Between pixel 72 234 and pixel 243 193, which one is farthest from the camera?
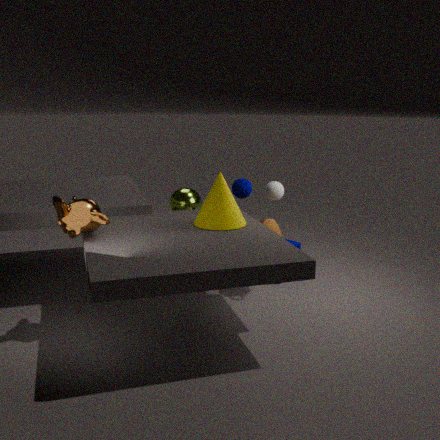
pixel 243 193
